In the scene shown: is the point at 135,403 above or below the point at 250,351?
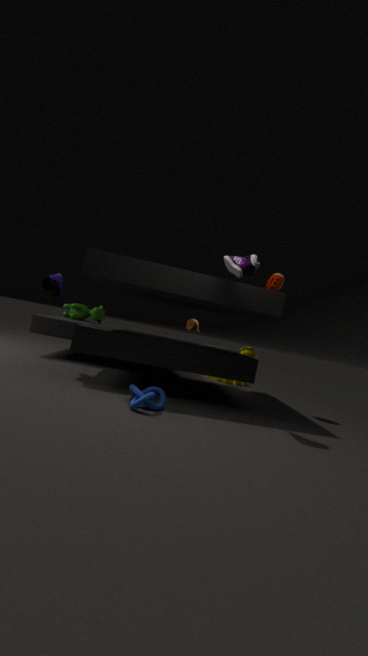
below
